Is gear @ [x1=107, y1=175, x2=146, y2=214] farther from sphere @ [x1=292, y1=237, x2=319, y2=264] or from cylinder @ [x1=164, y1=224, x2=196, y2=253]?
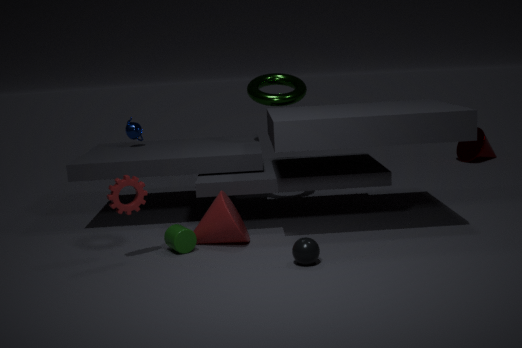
sphere @ [x1=292, y1=237, x2=319, y2=264]
